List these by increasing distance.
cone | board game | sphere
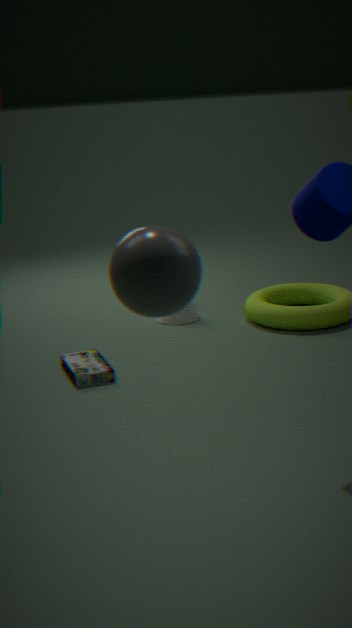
sphere
board game
cone
